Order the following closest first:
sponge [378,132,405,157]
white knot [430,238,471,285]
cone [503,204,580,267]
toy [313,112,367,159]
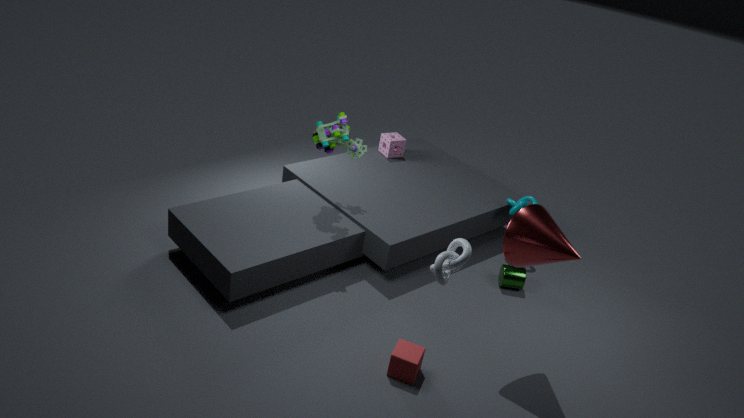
white knot [430,238,471,285] < cone [503,204,580,267] < toy [313,112,367,159] < sponge [378,132,405,157]
